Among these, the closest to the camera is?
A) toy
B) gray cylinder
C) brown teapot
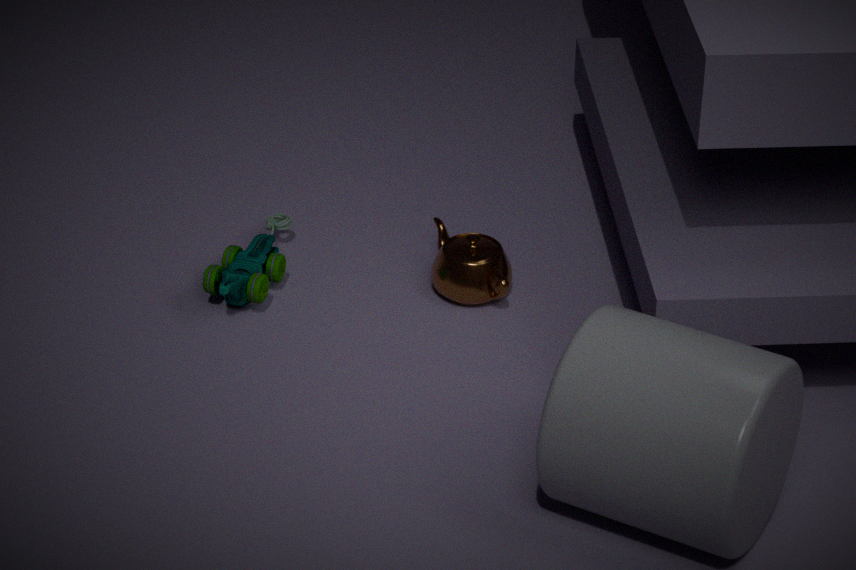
gray cylinder
